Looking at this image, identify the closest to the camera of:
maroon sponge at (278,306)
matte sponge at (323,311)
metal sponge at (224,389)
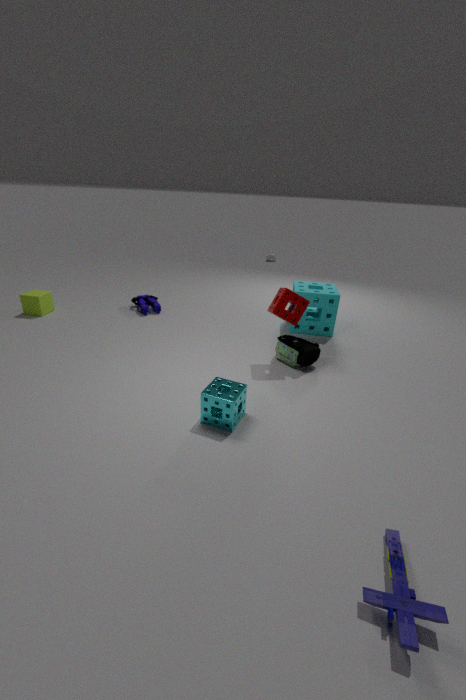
metal sponge at (224,389)
